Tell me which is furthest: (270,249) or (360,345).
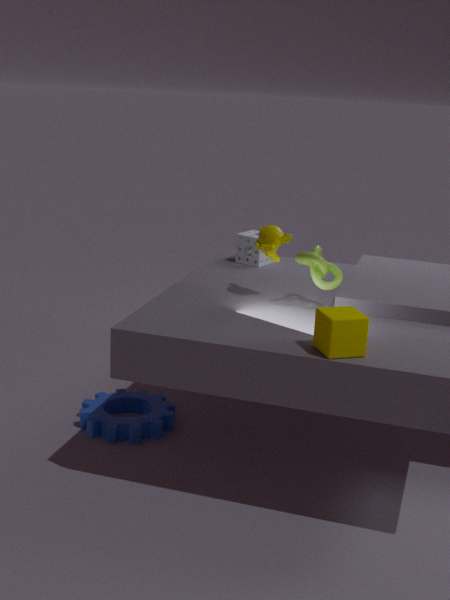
(270,249)
